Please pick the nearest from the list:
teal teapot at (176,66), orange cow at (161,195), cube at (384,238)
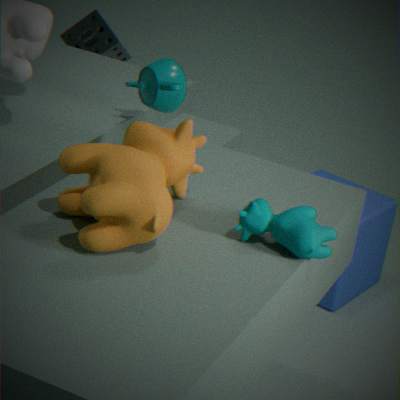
orange cow at (161,195)
